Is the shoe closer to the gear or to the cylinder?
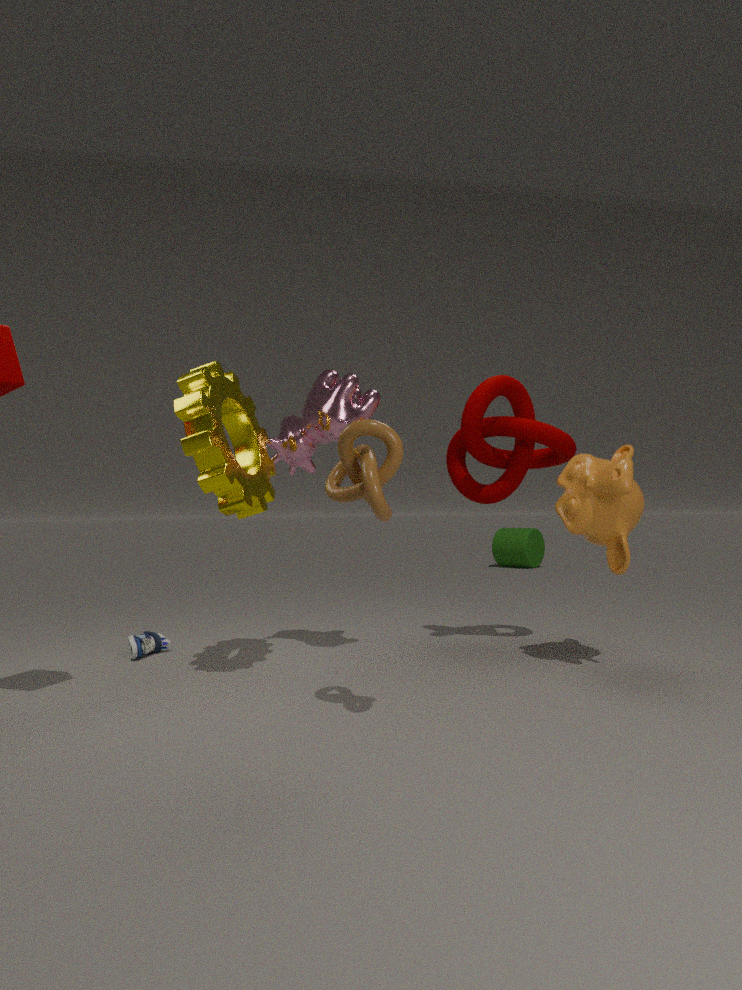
the gear
